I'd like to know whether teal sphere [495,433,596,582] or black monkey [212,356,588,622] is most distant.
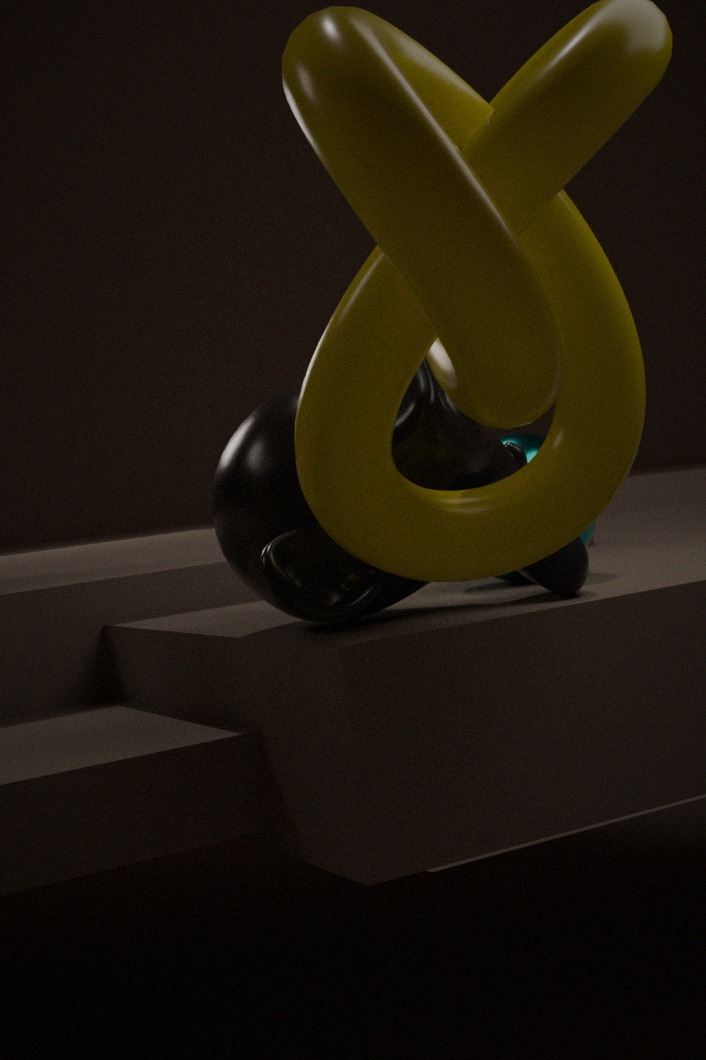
teal sphere [495,433,596,582]
